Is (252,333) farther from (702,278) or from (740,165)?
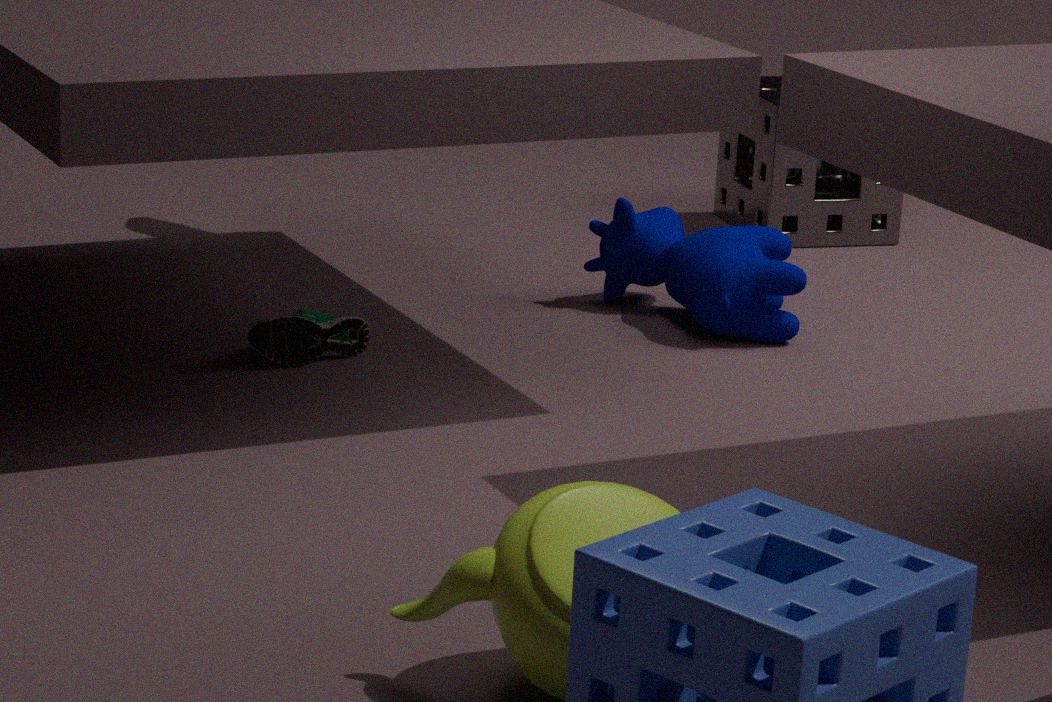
(740,165)
